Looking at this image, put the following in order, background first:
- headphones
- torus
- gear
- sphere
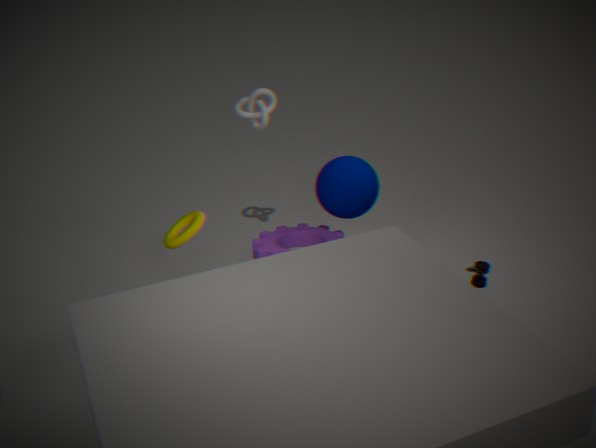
gear < sphere < torus < headphones
